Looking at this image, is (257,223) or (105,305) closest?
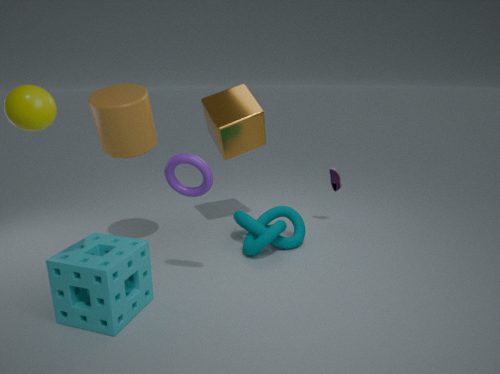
(105,305)
